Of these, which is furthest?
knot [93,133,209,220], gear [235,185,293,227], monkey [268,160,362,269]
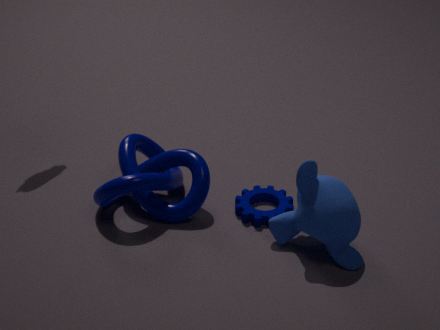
gear [235,185,293,227]
